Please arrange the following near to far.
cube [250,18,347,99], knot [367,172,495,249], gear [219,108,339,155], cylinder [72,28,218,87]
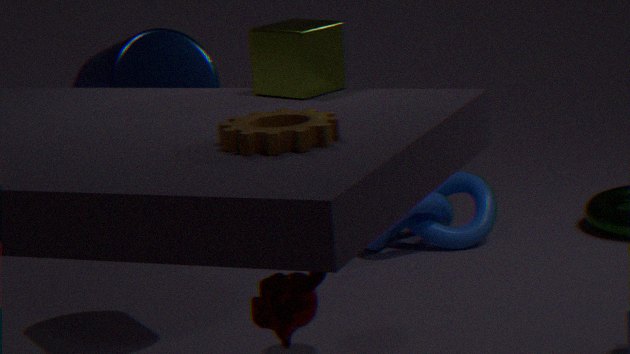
gear [219,108,339,155] → cube [250,18,347,99] → cylinder [72,28,218,87] → knot [367,172,495,249]
